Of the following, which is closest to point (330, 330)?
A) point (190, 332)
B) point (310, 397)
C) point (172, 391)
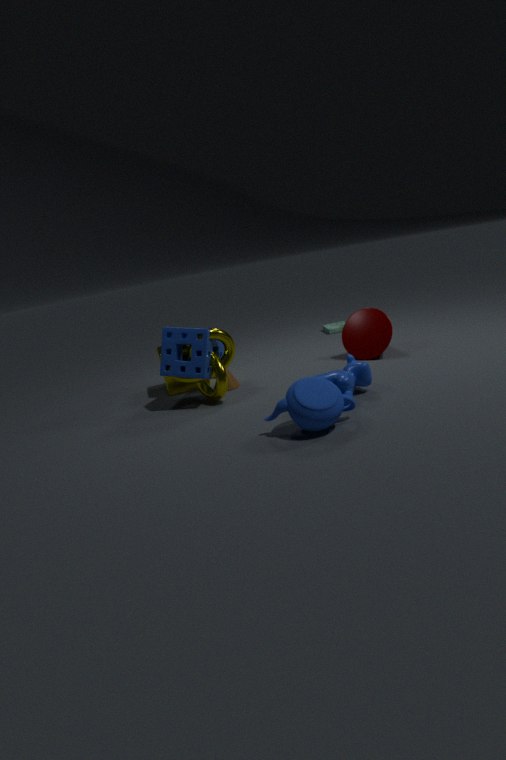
point (172, 391)
